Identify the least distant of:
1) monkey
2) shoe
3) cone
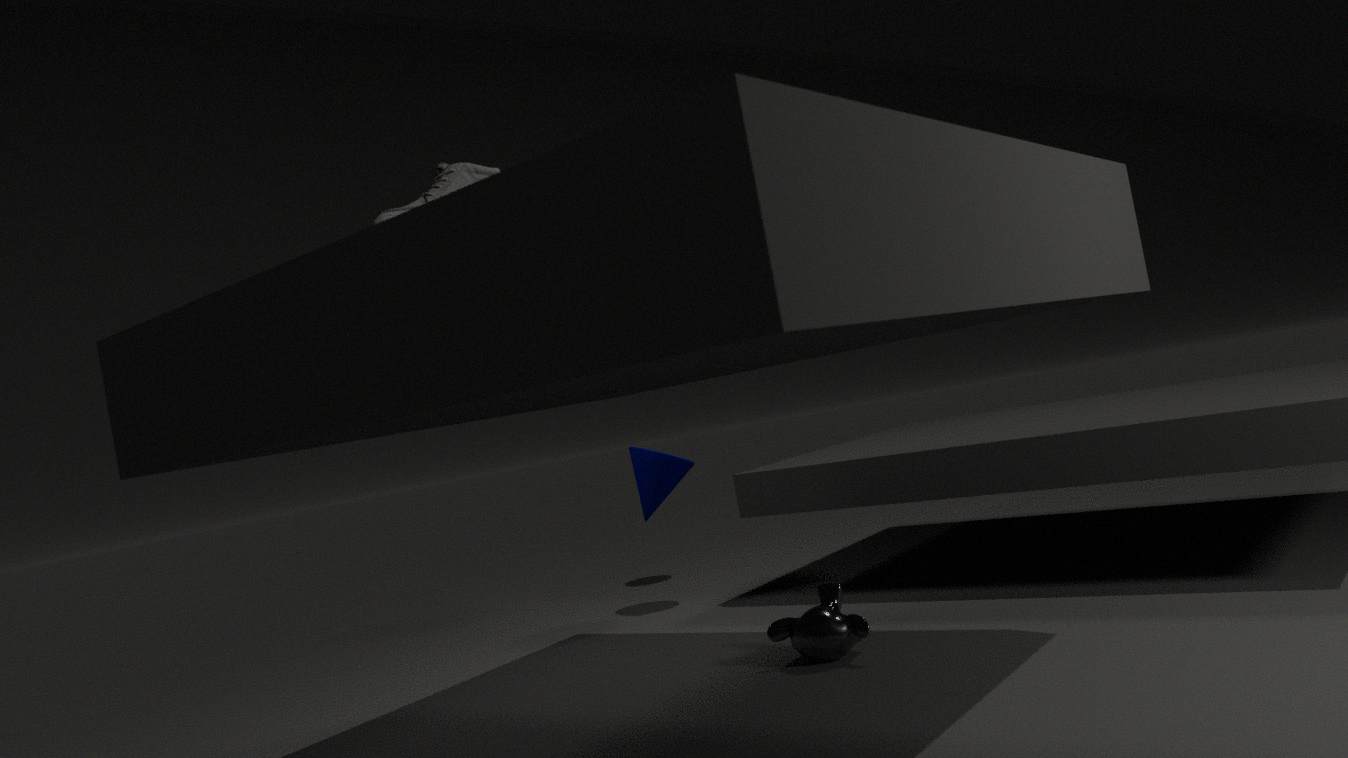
2
